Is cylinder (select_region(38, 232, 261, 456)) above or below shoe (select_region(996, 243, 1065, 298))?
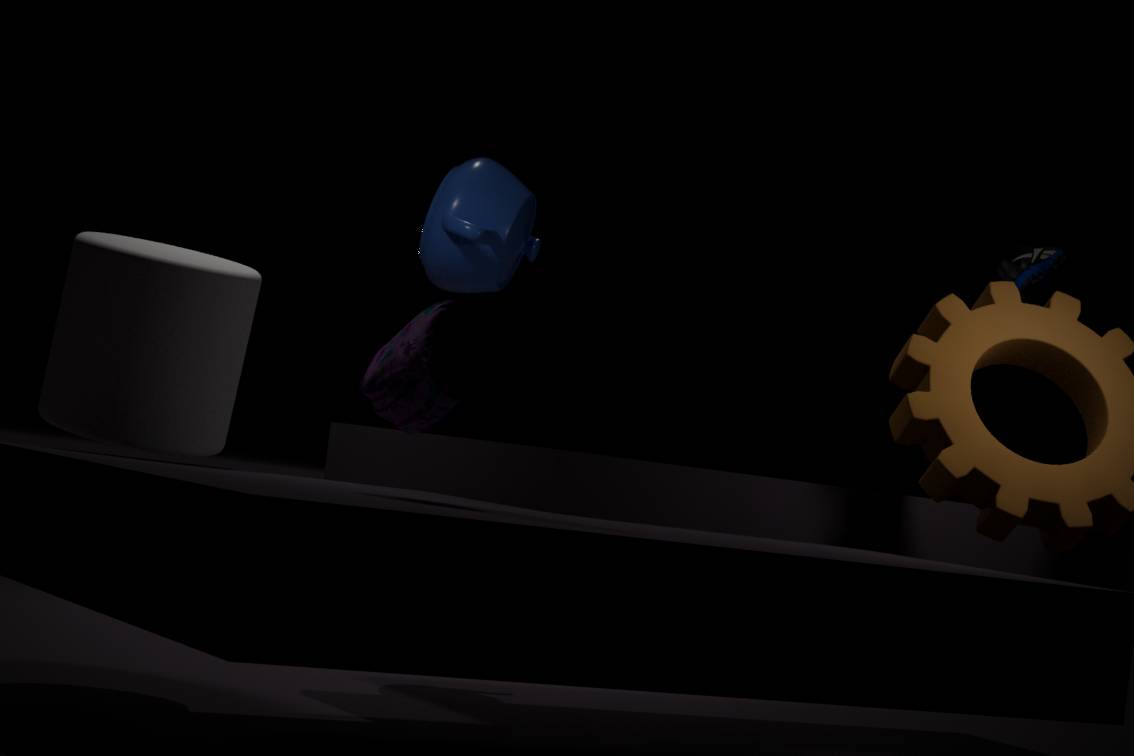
below
